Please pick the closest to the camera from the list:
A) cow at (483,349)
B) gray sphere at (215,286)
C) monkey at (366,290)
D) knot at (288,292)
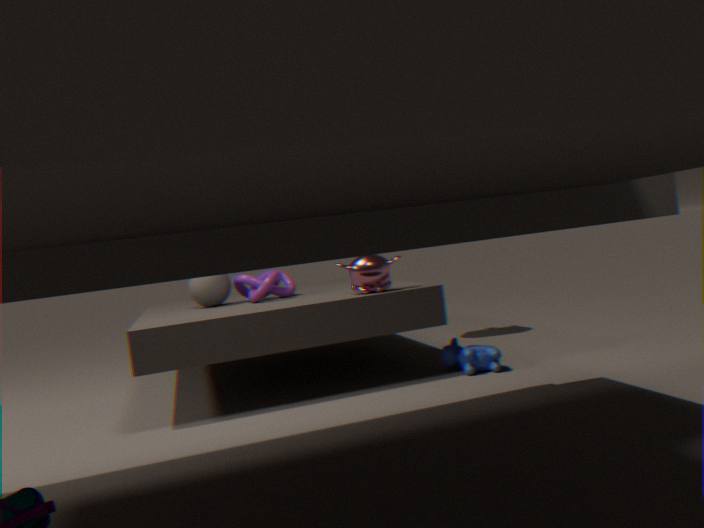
monkey at (366,290)
